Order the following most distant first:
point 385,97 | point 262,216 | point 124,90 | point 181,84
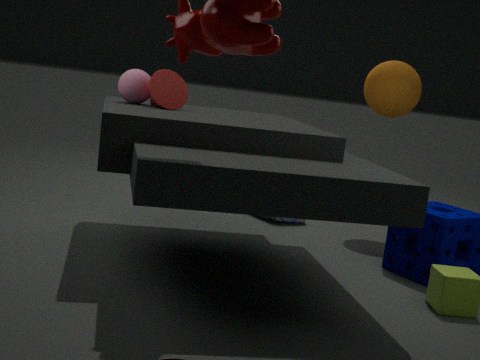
point 262,216, point 385,97, point 181,84, point 124,90
